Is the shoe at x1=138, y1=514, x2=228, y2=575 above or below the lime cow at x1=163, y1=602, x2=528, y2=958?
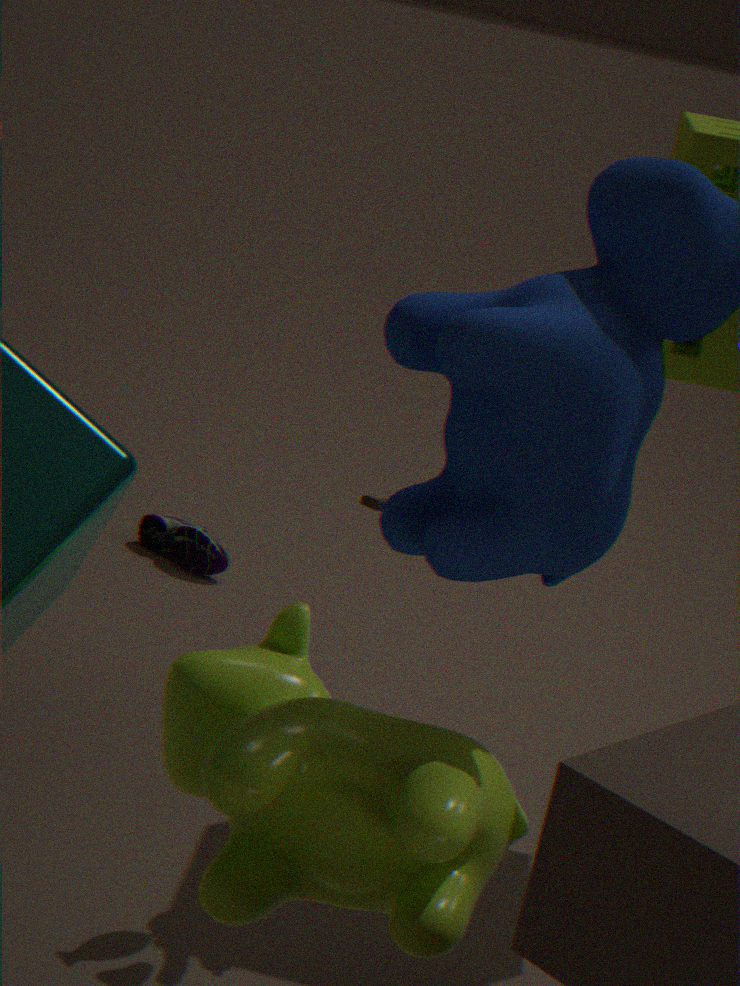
below
